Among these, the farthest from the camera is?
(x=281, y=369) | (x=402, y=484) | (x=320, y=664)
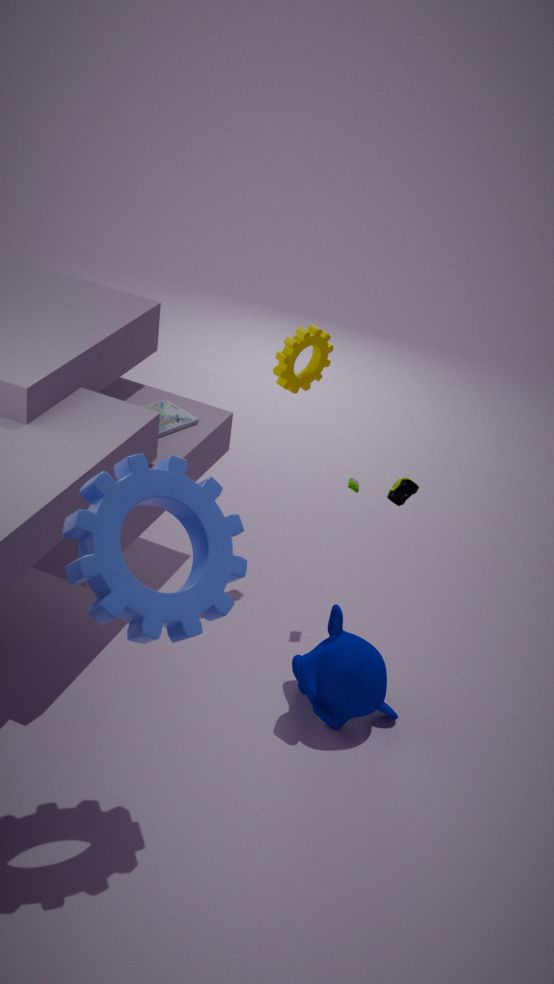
(x=402, y=484)
